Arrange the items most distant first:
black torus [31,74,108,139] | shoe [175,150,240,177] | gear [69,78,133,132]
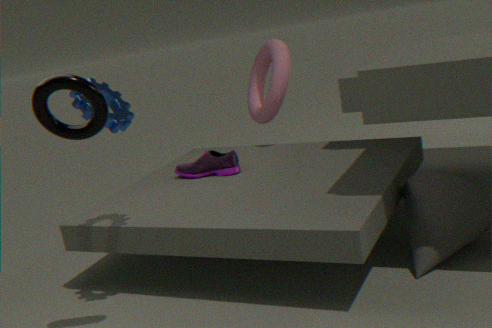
shoe [175,150,240,177] < gear [69,78,133,132] < black torus [31,74,108,139]
